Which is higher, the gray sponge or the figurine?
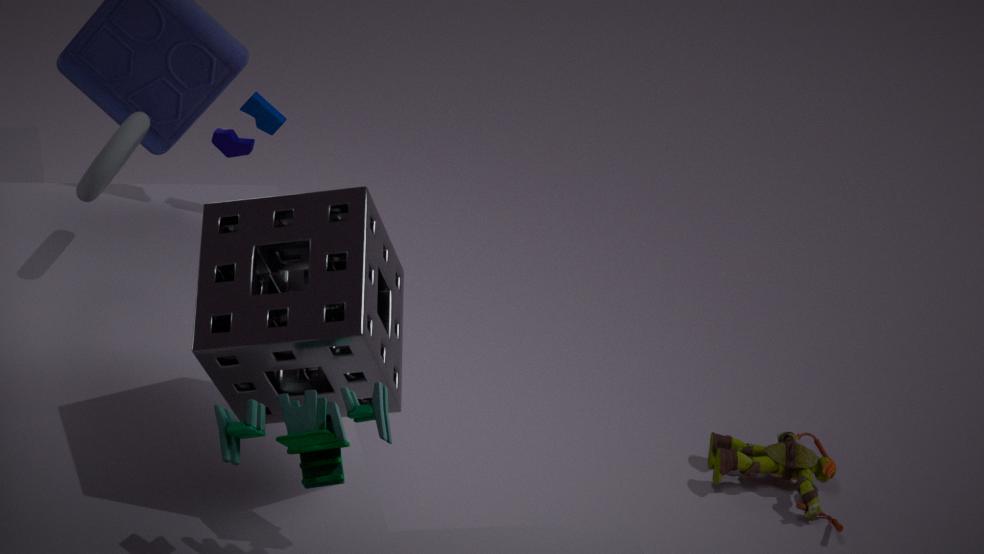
the gray sponge
